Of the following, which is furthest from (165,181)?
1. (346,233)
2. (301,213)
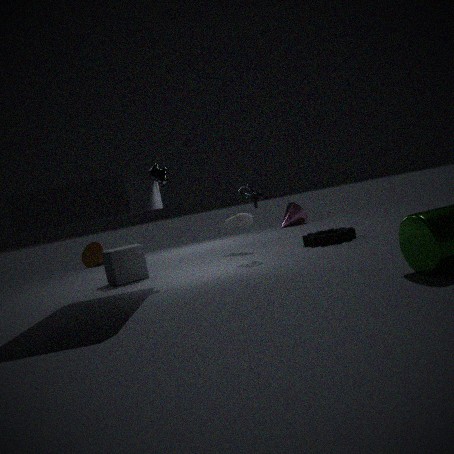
(301,213)
